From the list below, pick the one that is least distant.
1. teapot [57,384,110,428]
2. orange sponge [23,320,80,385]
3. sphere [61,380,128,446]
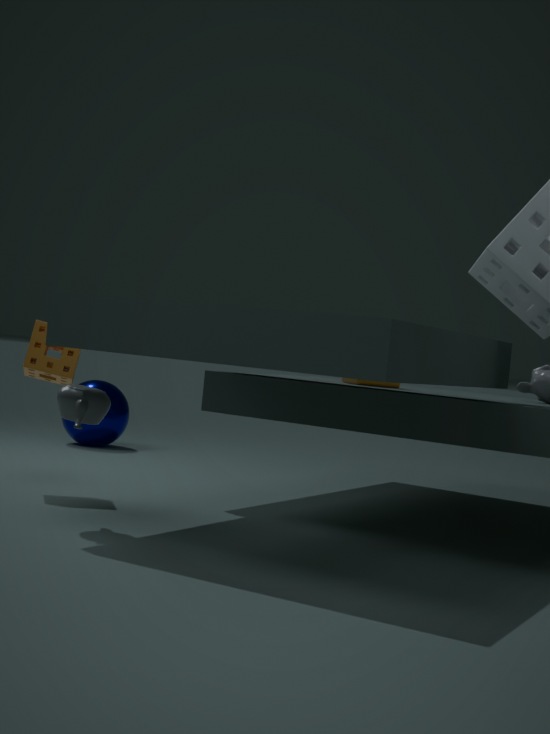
teapot [57,384,110,428]
